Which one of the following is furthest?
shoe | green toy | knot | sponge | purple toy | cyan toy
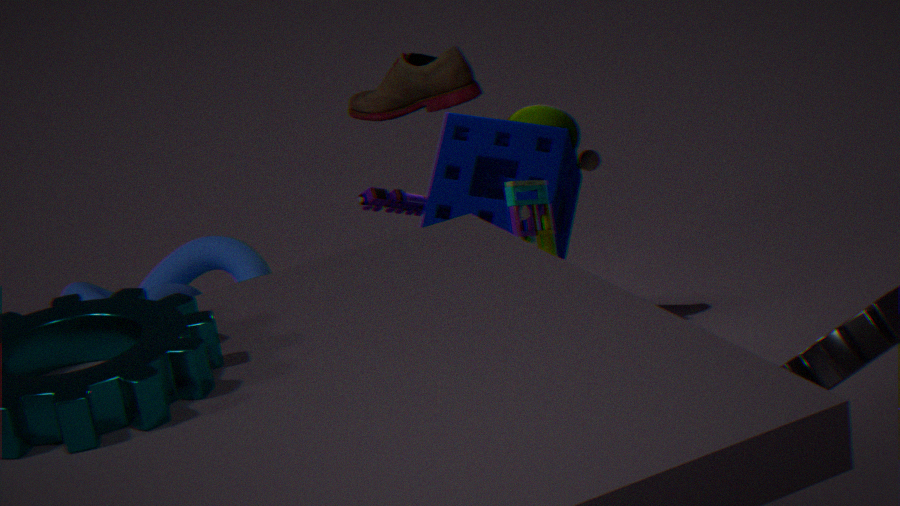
green toy
